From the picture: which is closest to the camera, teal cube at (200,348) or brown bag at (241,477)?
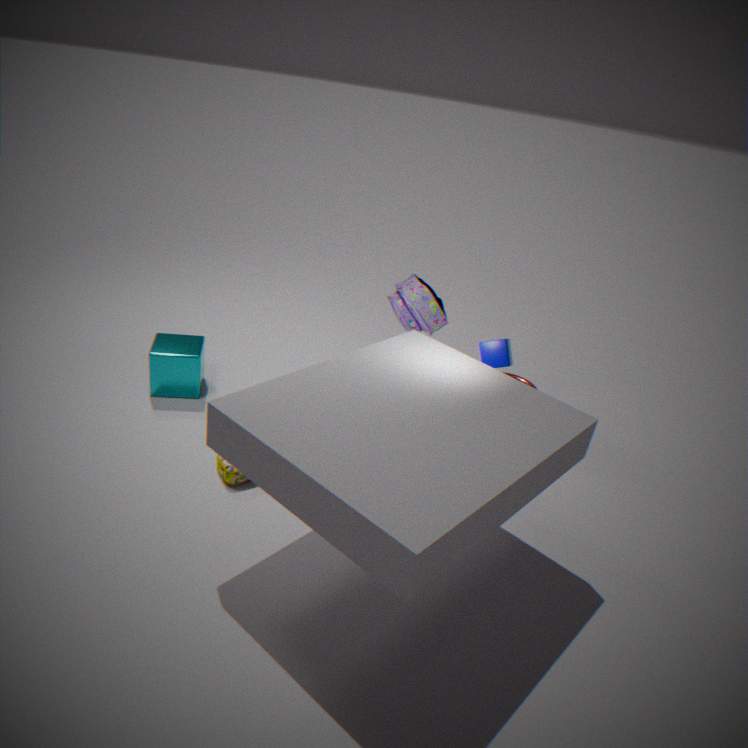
brown bag at (241,477)
